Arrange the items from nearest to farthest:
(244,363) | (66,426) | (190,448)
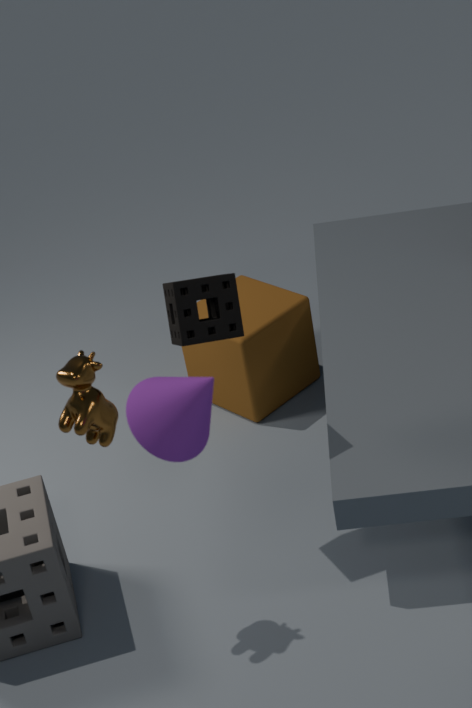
(190,448), (66,426), (244,363)
